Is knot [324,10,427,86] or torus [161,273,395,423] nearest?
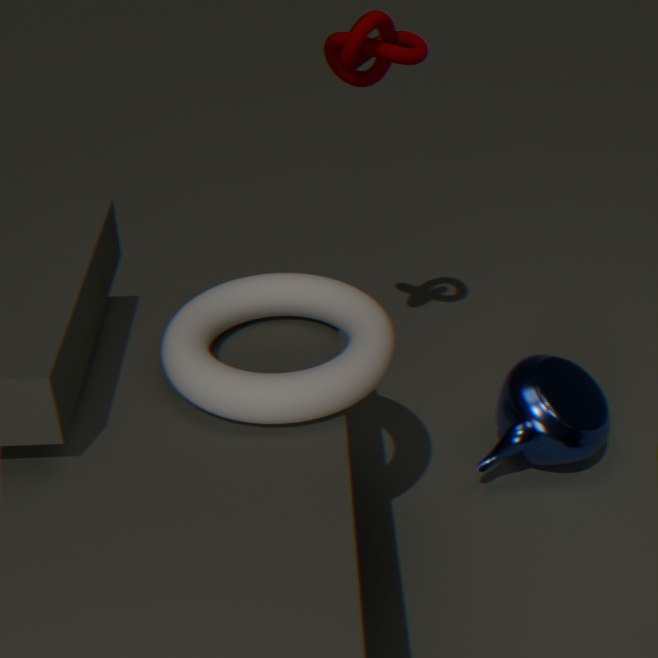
torus [161,273,395,423]
